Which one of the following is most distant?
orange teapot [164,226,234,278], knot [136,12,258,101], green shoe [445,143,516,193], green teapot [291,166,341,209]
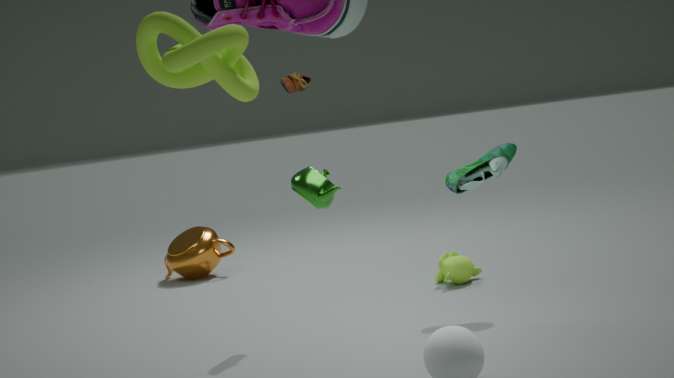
orange teapot [164,226,234,278]
